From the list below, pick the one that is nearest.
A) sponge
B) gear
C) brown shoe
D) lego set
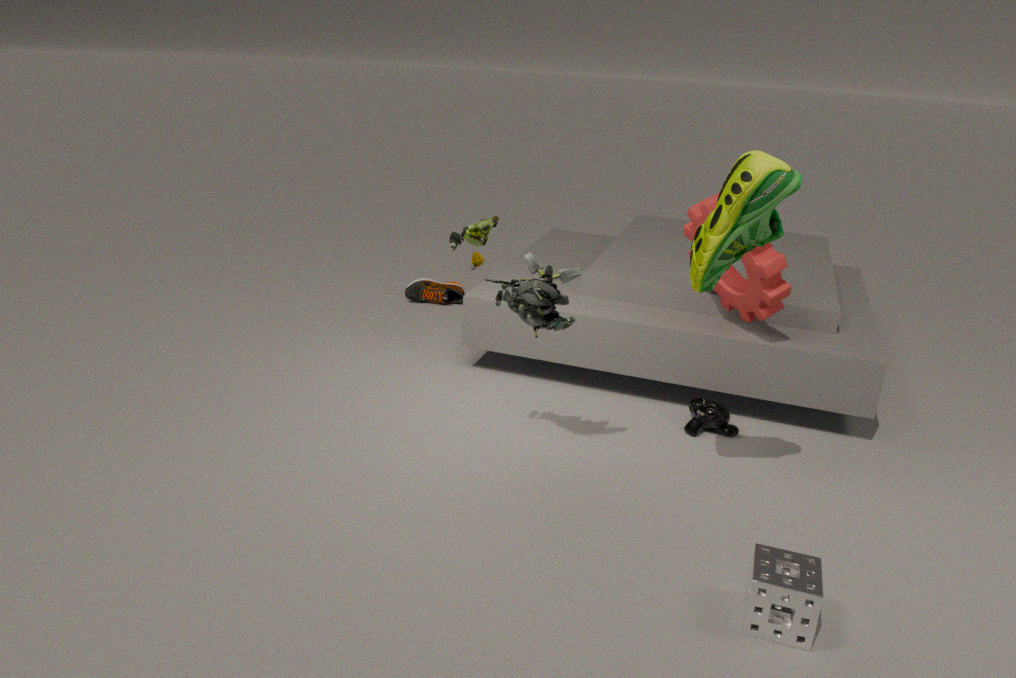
sponge
